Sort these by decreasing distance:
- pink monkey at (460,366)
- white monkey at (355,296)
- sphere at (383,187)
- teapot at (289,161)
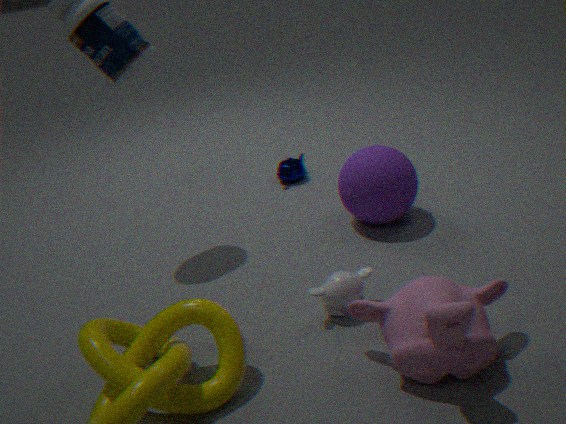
teapot at (289,161)
sphere at (383,187)
white monkey at (355,296)
pink monkey at (460,366)
